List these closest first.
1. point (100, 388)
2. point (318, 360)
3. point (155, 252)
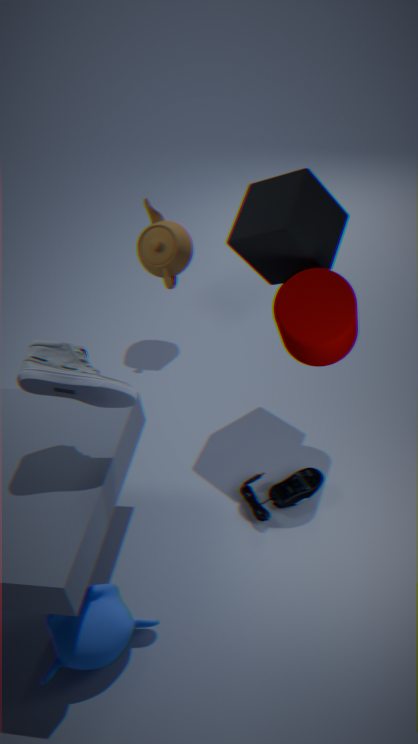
1. point (100, 388)
2. point (318, 360)
3. point (155, 252)
